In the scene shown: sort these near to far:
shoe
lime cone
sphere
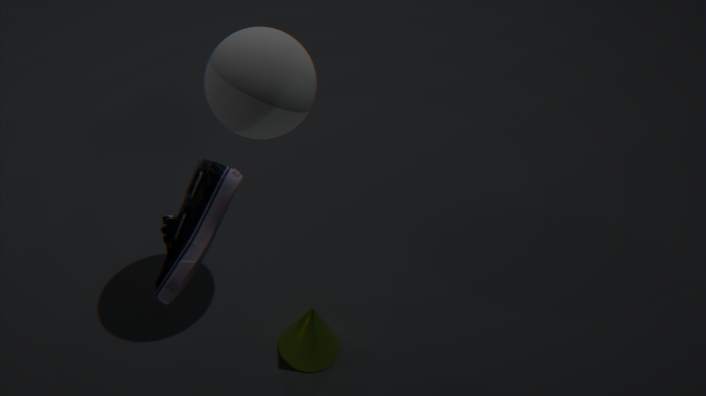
shoe → sphere → lime cone
